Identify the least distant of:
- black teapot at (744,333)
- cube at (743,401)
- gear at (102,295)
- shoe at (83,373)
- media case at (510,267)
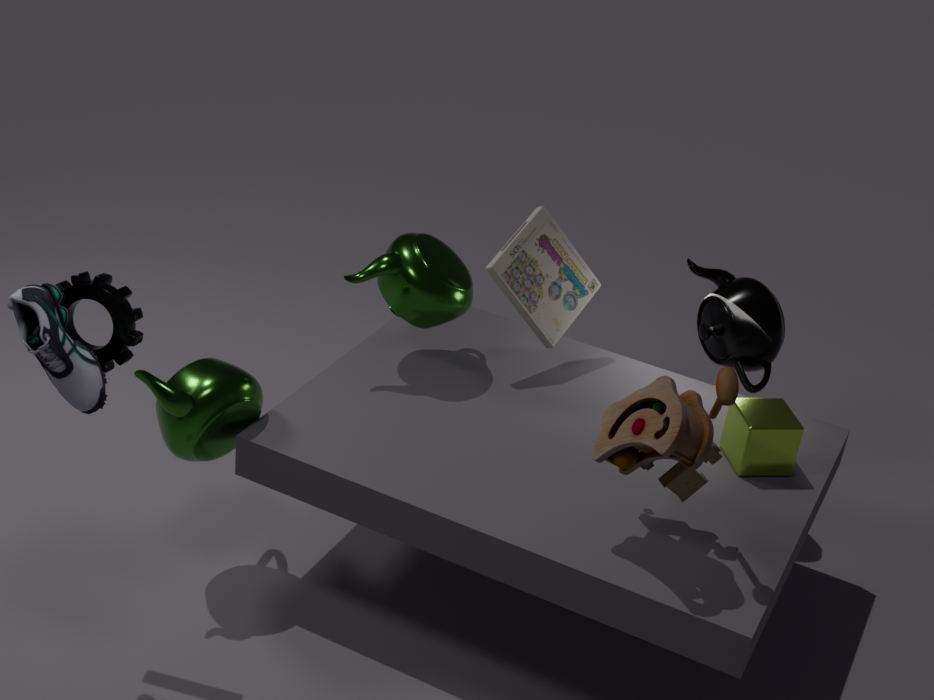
shoe at (83,373)
